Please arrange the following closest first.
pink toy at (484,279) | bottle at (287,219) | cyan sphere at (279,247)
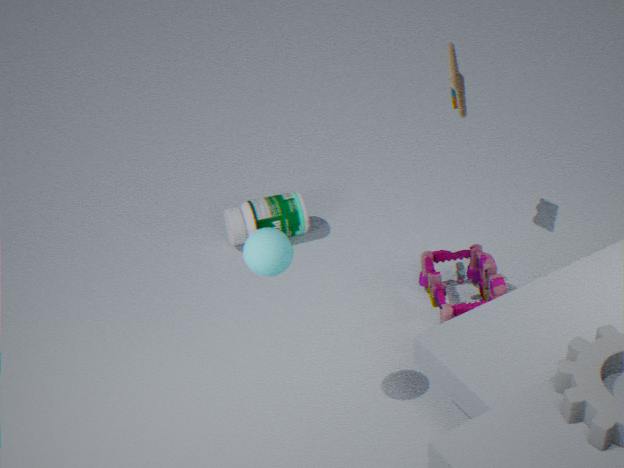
cyan sphere at (279,247)
pink toy at (484,279)
bottle at (287,219)
